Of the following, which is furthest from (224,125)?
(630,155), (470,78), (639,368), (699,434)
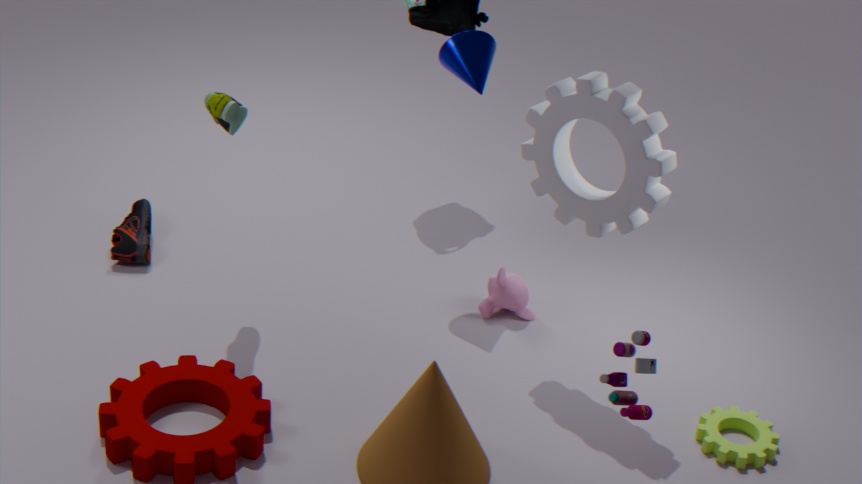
(699,434)
